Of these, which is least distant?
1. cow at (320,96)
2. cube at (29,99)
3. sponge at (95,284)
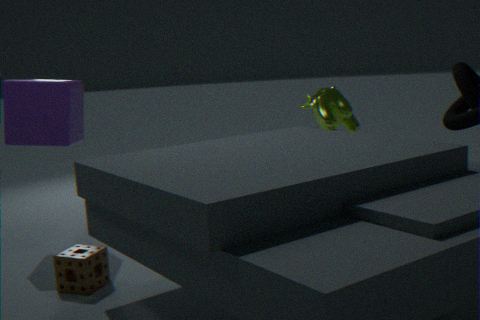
sponge at (95,284)
